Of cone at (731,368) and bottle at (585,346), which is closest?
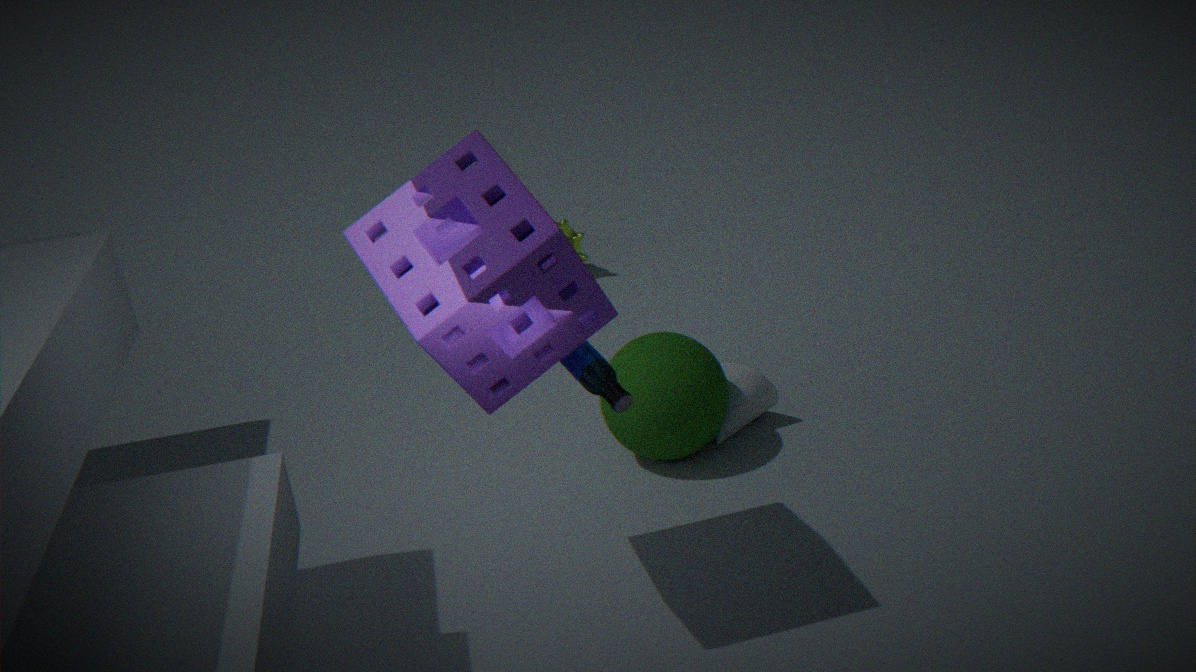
bottle at (585,346)
